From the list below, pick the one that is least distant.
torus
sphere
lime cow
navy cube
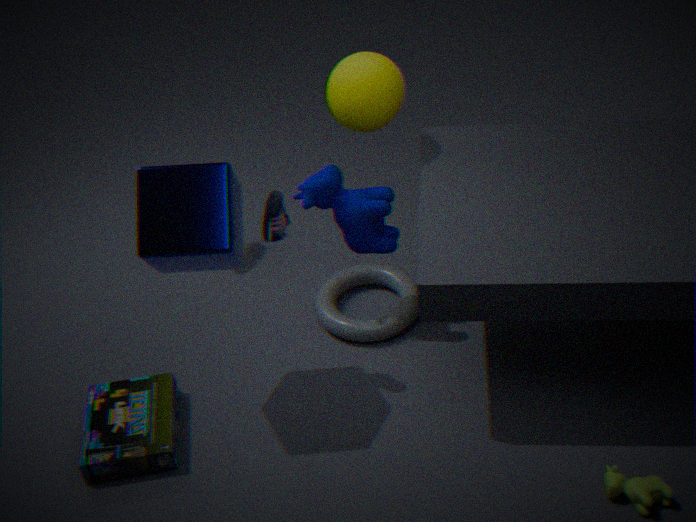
navy cube
